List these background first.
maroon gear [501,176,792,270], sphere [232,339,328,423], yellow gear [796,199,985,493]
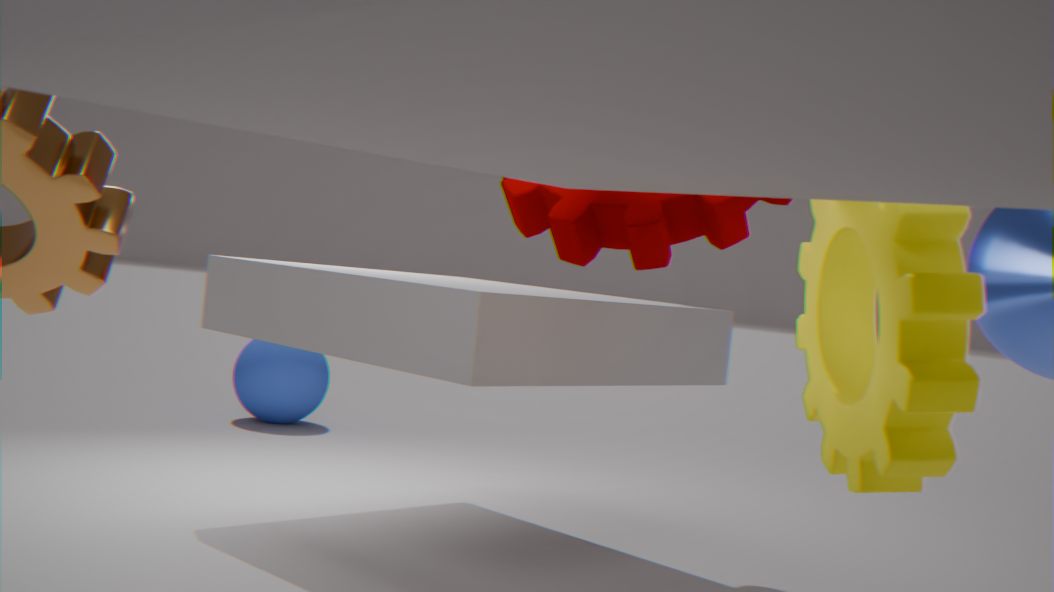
sphere [232,339,328,423] → maroon gear [501,176,792,270] → yellow gear [796,199,985,493]
